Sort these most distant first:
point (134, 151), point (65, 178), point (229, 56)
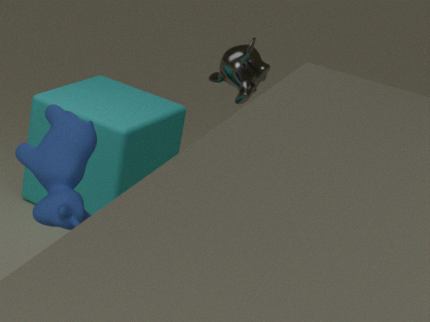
→ point (229, 56) → point (134, 151) → point (65, 178)
